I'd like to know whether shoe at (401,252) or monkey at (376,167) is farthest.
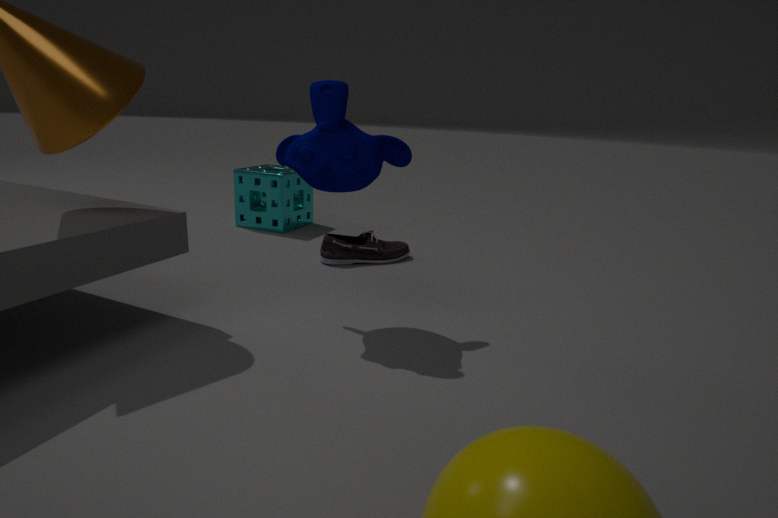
shoe at (401,252)
